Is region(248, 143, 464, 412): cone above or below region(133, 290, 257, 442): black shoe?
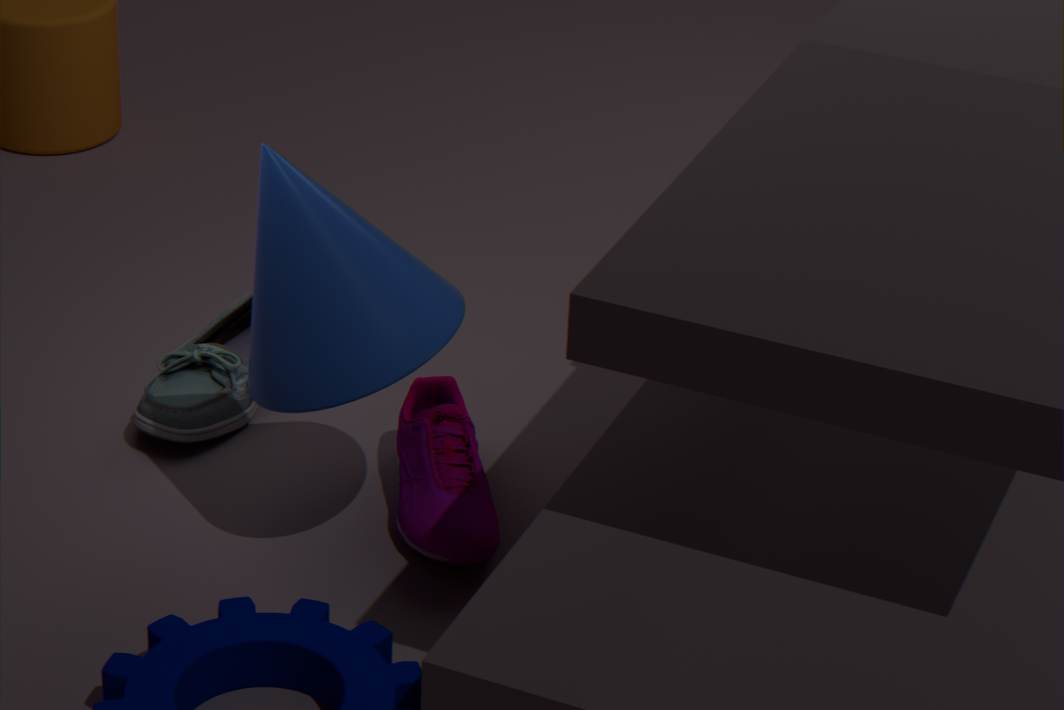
above
